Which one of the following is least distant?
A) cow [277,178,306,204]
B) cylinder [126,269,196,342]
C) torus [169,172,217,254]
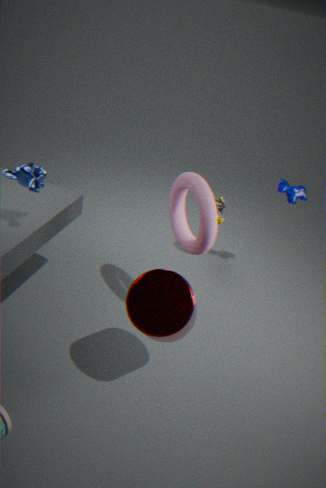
cylinder [126,269,196,342]
